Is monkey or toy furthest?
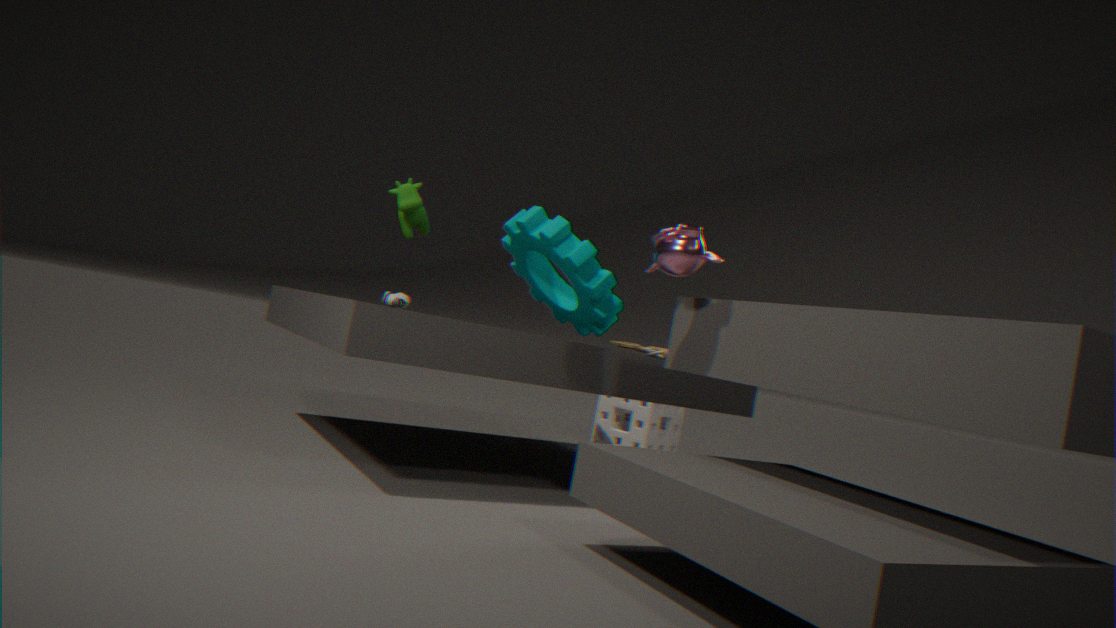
toy
